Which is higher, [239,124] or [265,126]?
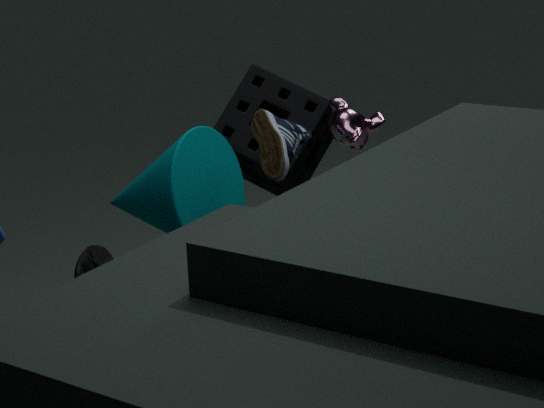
[265,126]
